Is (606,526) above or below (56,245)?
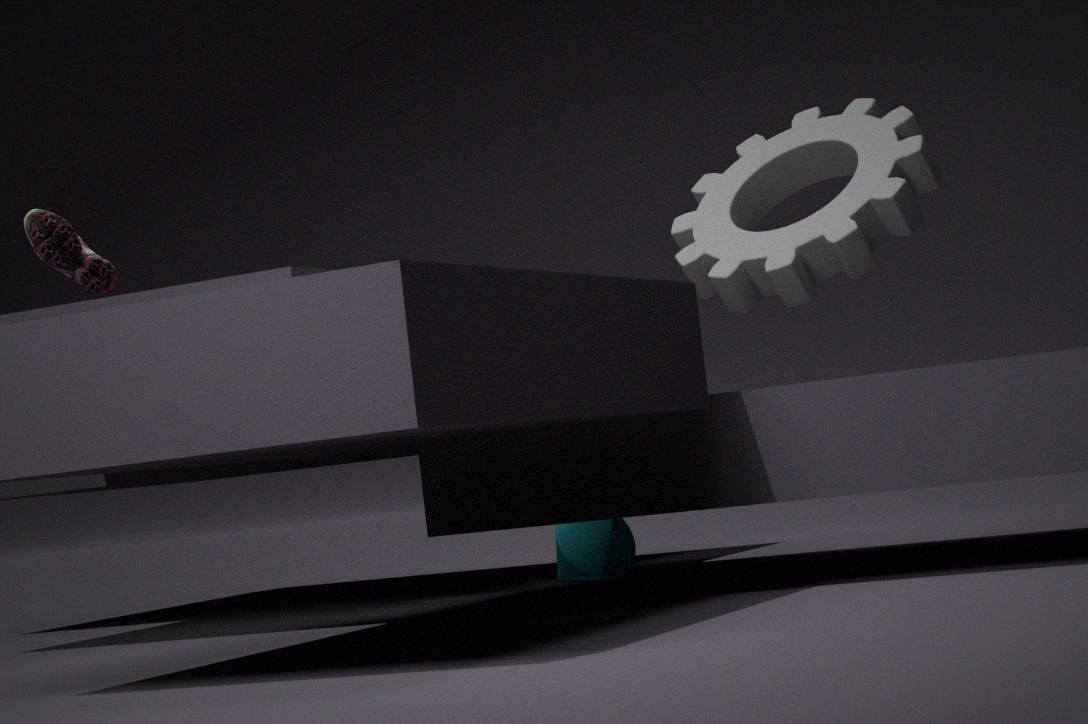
below
